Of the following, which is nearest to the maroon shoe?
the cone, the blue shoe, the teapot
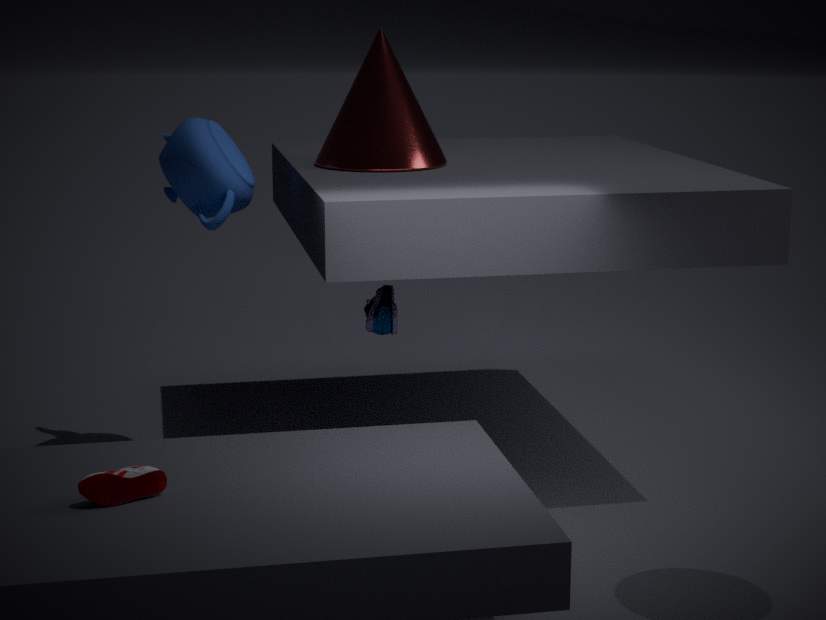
the teapot
